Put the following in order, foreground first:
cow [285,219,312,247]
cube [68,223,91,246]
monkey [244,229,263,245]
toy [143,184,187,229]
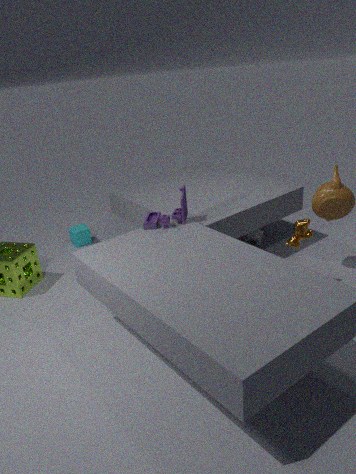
cow [285,219,312,247] < toy [143,184,187,229] < monkey [244,229,263,245] < cube [68,223,91,246]
